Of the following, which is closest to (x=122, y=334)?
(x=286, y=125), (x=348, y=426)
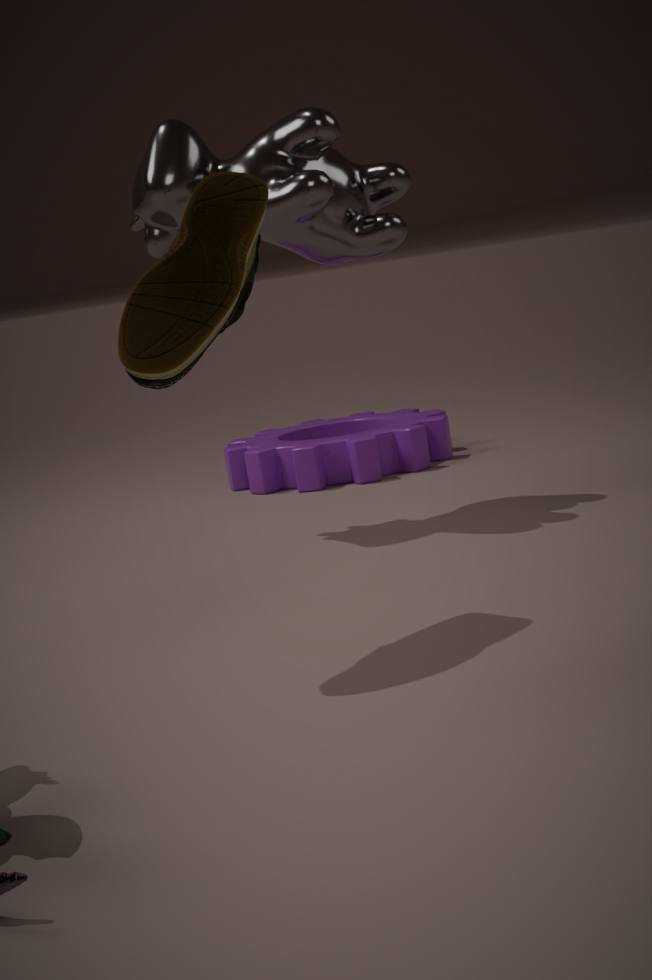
(x=286, y=125)
